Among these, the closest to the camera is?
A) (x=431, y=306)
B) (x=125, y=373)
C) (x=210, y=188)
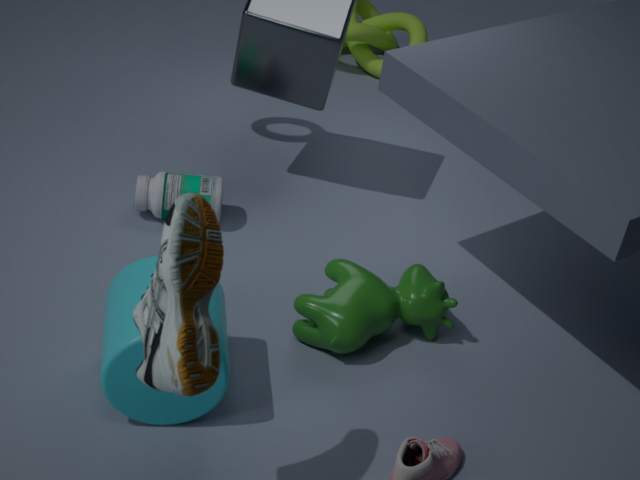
(x=125, y=373)
